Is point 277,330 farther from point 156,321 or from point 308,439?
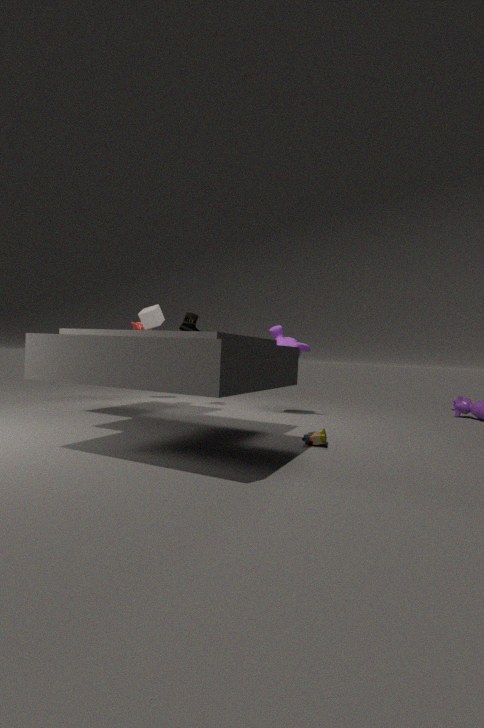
point 308,439
